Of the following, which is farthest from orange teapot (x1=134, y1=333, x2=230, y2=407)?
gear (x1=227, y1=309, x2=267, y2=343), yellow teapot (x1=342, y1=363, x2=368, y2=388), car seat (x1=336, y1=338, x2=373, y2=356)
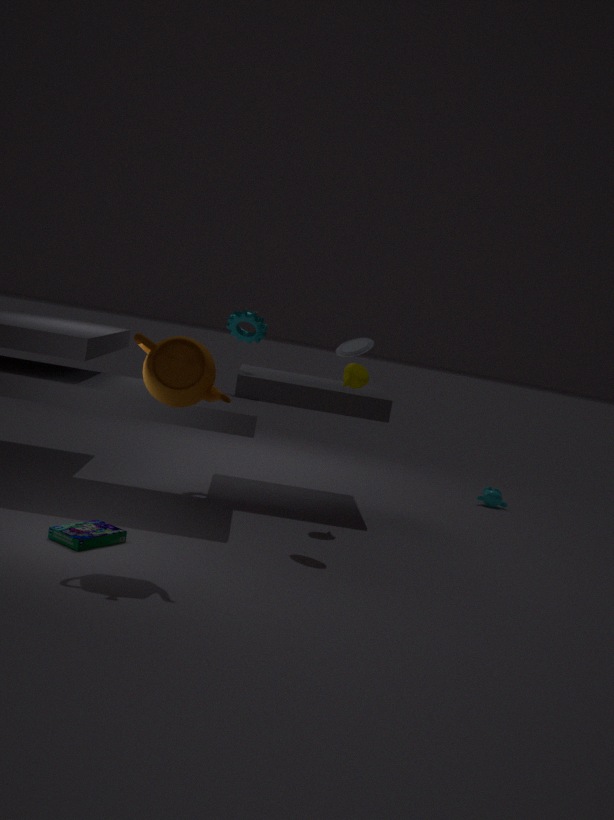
gear (x1=227, y1=309, x2=267, y2=343)
